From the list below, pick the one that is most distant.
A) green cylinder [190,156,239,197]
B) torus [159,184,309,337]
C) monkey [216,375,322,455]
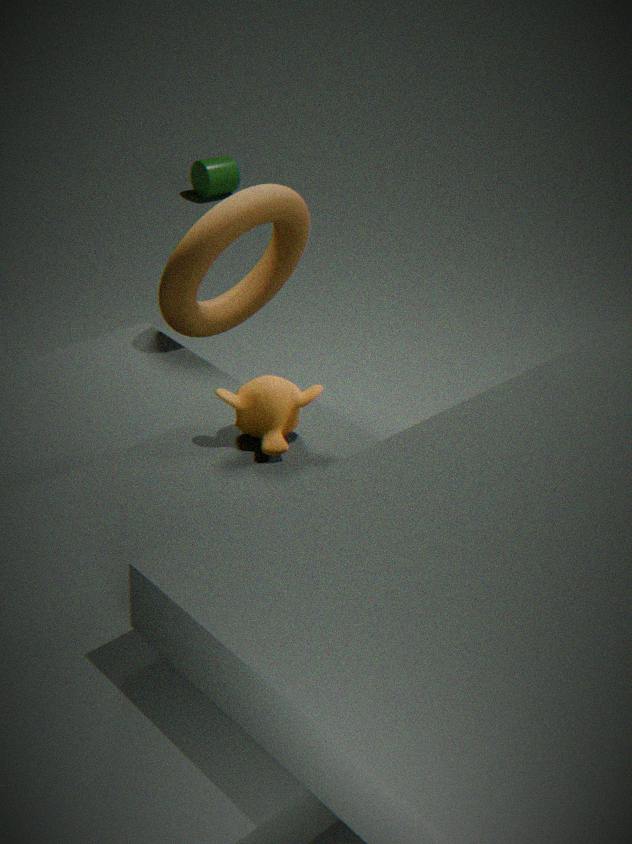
green cylinder [190,156,239,197]
